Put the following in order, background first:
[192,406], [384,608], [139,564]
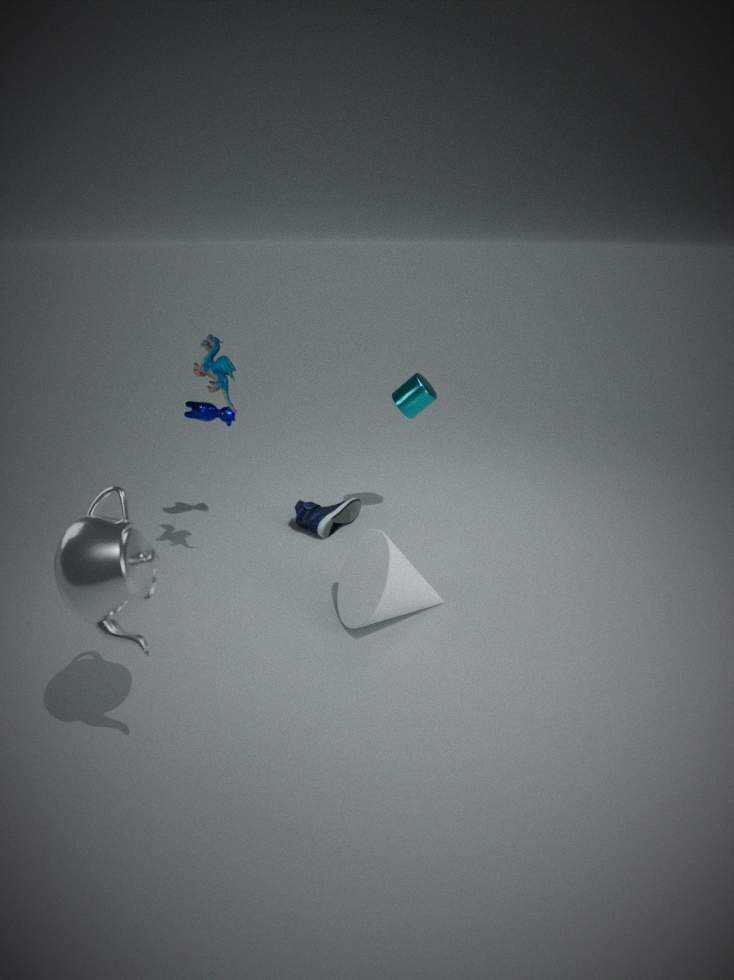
[192,406], [384,608], [139,564]
